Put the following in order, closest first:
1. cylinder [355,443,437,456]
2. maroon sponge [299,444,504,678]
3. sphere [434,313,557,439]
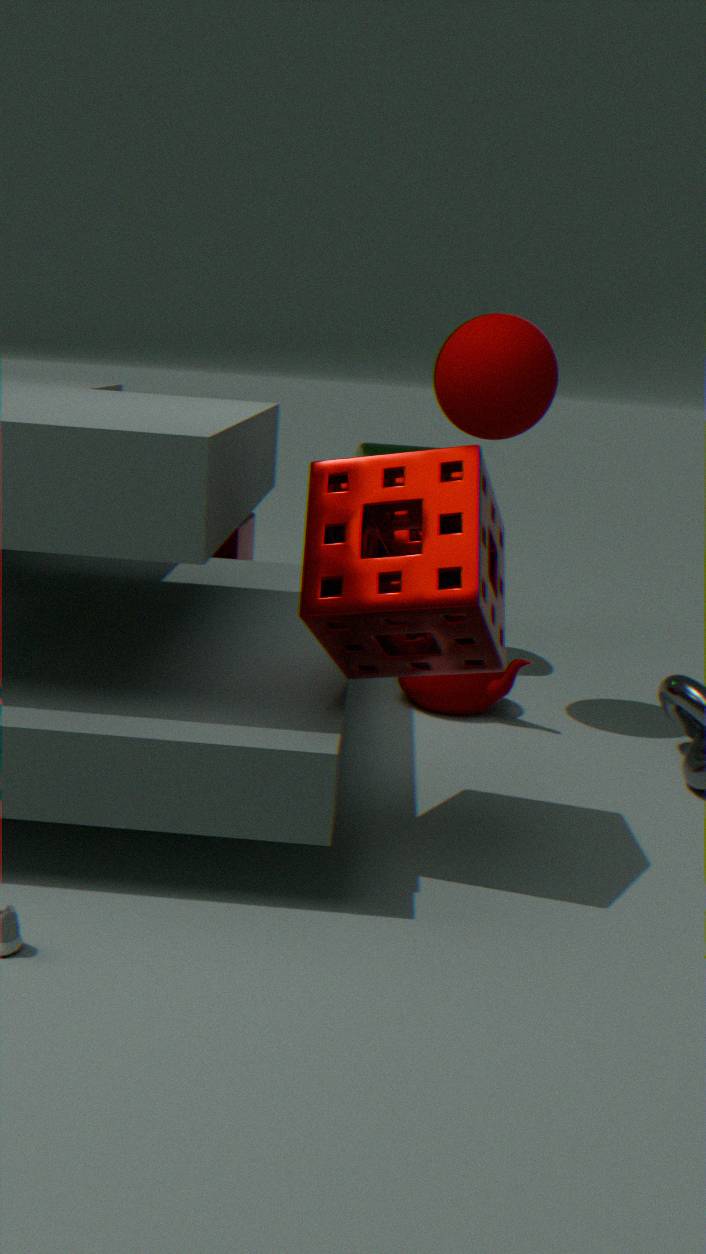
maroon sponge [299,444,504,678] < sphere [434,313,557,439] < cylinder [355,443,437,456]
